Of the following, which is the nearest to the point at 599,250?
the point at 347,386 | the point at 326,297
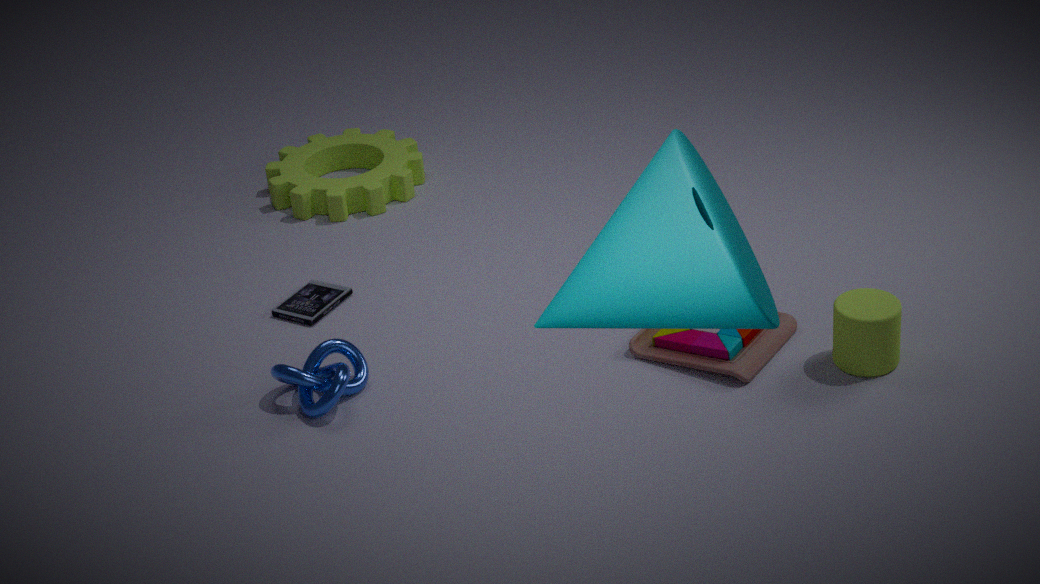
the point at 347,386
